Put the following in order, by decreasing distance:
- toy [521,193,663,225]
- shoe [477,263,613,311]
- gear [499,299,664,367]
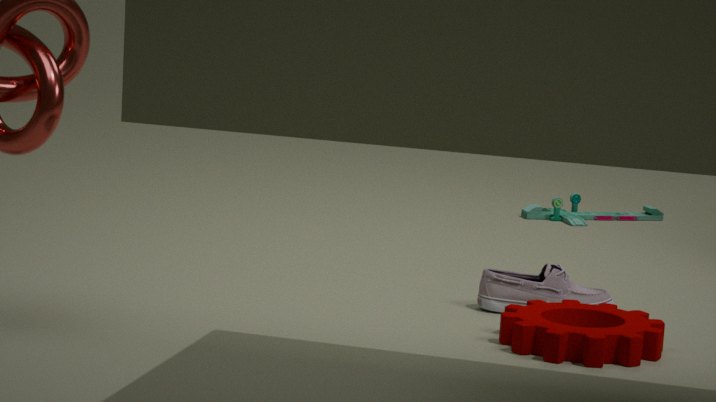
toy [521,193,663,225] < shoe [477,263,613,311] < gear [499,299,664,367]
